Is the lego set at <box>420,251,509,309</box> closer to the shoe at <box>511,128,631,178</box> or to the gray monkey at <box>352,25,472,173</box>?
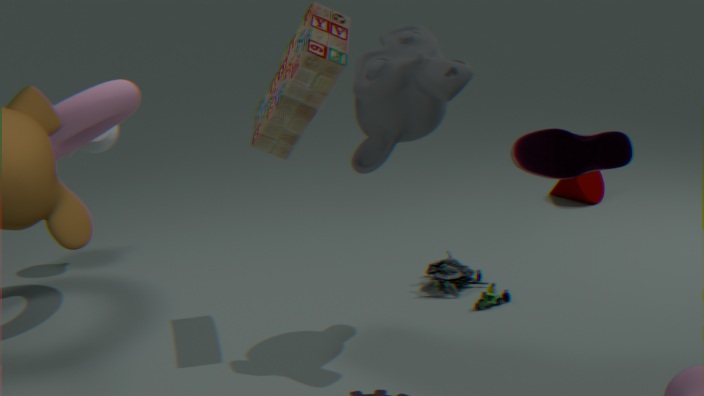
the gray monkey at <box>352,25,472,173</box>
